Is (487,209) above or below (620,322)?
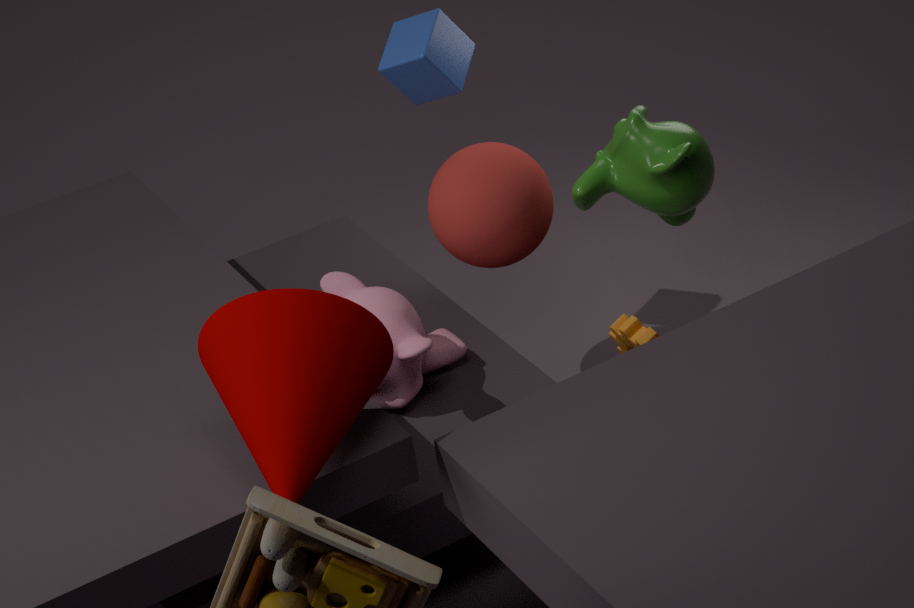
above
